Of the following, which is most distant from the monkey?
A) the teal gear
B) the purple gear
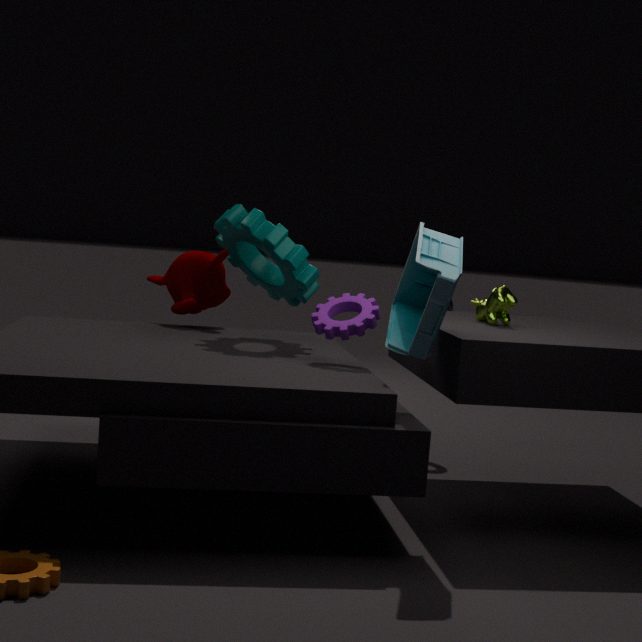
the purple gear
